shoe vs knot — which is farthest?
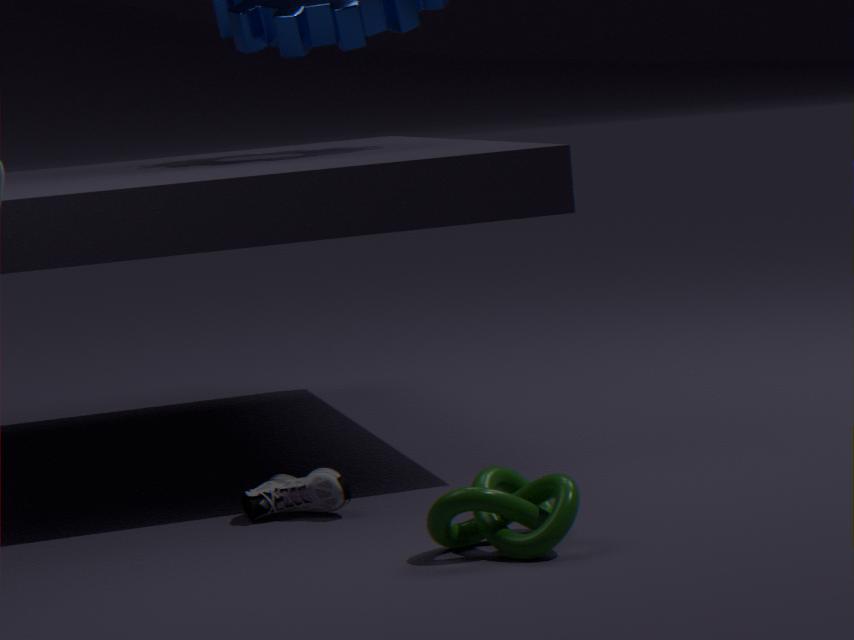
shoe
